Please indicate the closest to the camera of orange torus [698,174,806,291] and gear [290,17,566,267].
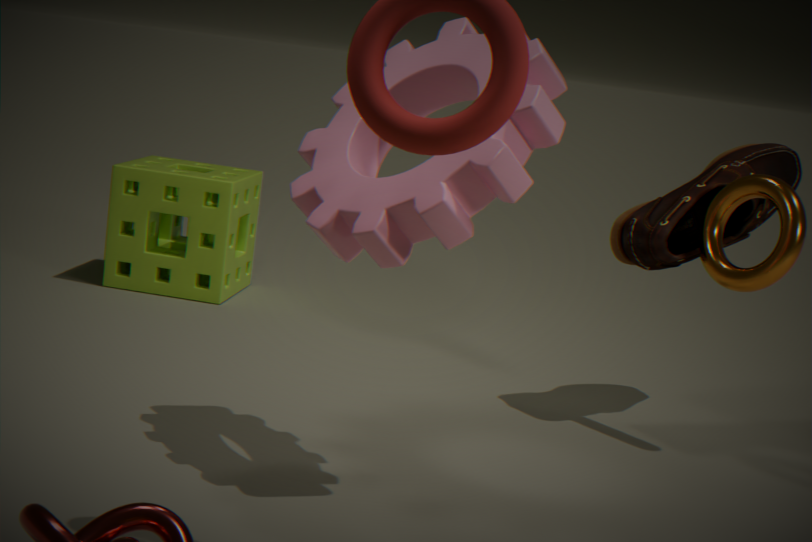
gear [290,17,566,267]
